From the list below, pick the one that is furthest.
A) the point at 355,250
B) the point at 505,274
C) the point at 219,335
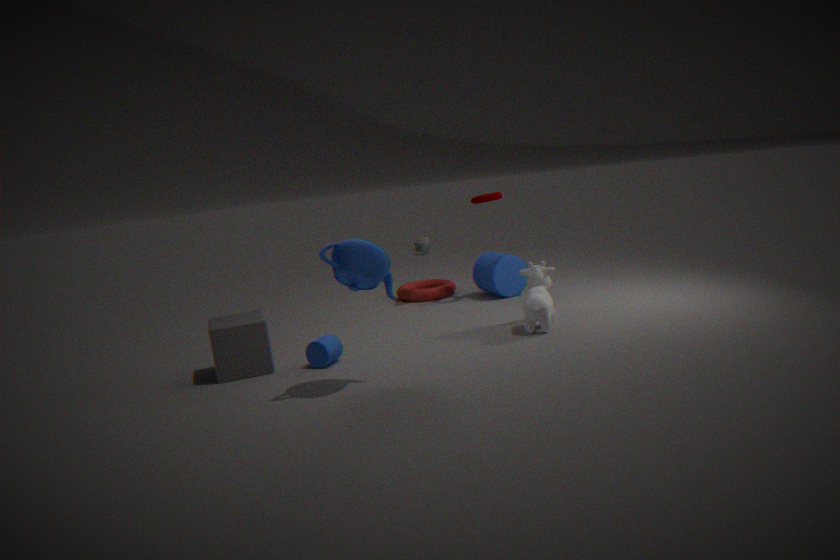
the point at 505,274
